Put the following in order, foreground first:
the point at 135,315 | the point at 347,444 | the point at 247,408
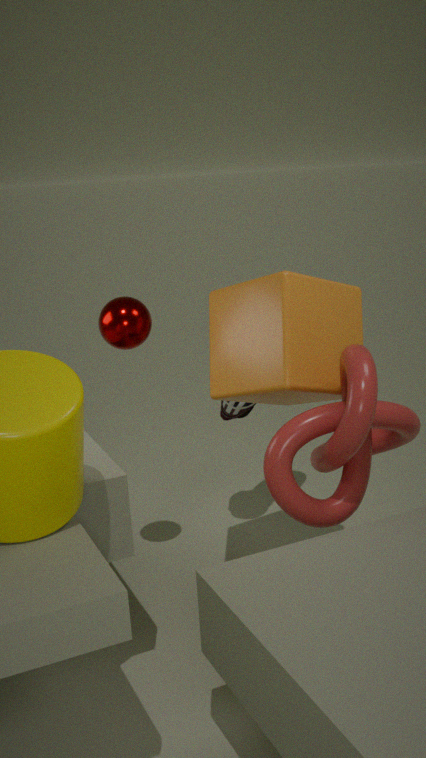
the point at 347,444 → the point at 135,315 → the point at 247,408
